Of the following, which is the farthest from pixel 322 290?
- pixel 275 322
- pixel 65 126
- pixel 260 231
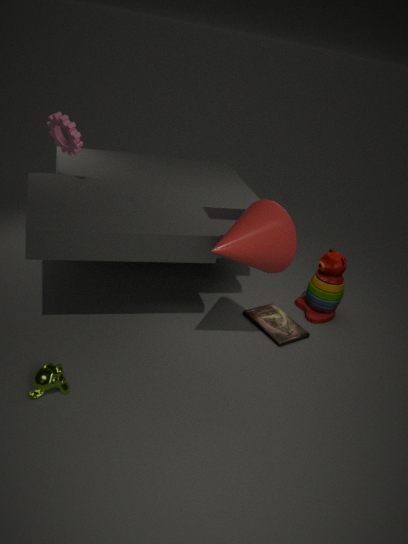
pixel 65 126
